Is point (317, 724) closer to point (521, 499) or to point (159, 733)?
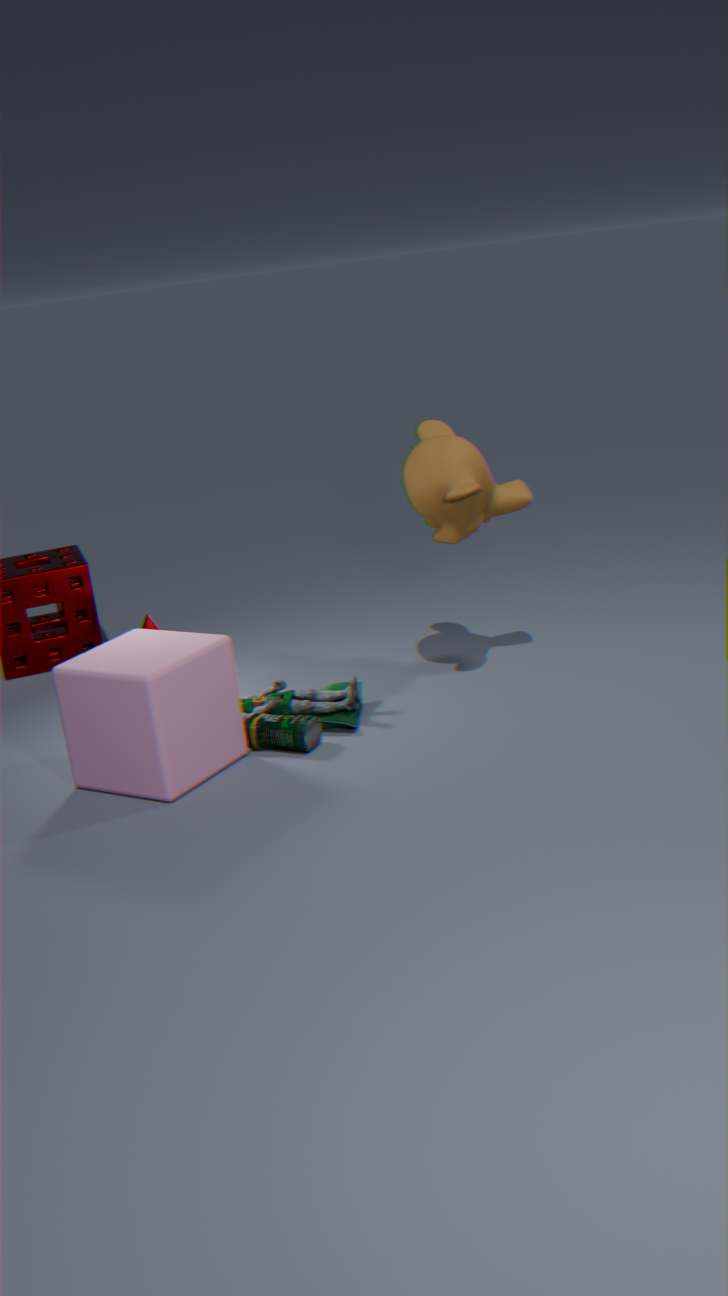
point (159, 733)
